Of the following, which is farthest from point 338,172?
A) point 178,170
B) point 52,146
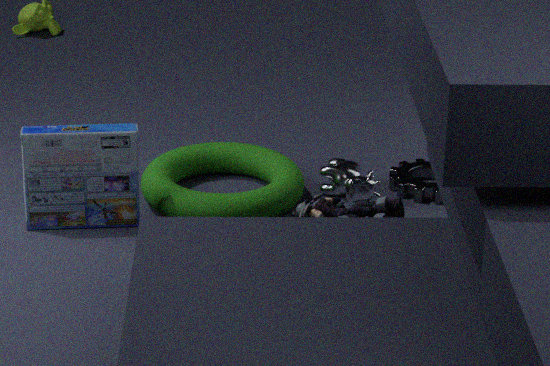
point 52,146
